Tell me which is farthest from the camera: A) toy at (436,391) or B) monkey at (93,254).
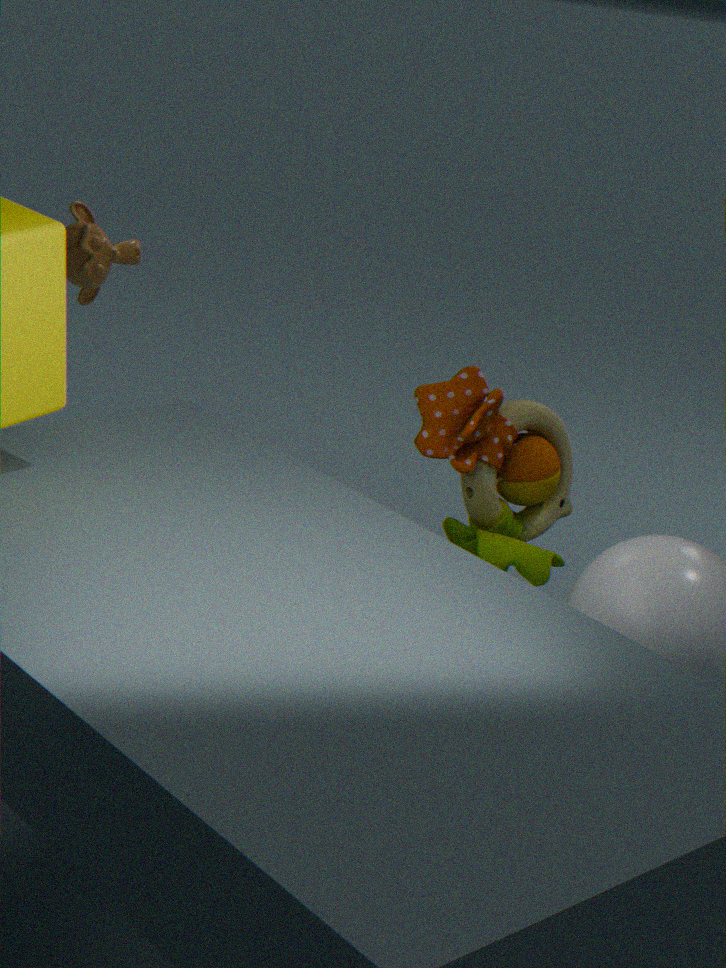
B. monkey at (93,254)
